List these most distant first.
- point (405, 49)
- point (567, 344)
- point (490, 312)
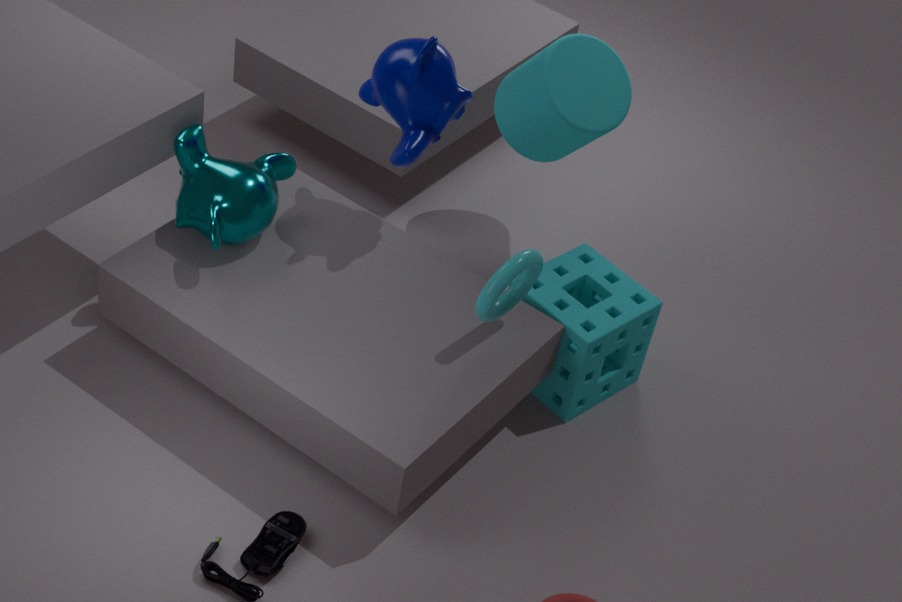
point (567, 344) < point (405, 49) < point (490, 312)
